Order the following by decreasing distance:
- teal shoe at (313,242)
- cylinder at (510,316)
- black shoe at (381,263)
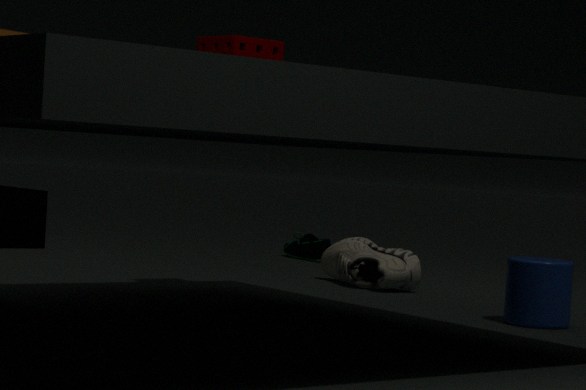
teal shoe at (313,242) < black shoe at (381,263) < cylinder at (510,316)
